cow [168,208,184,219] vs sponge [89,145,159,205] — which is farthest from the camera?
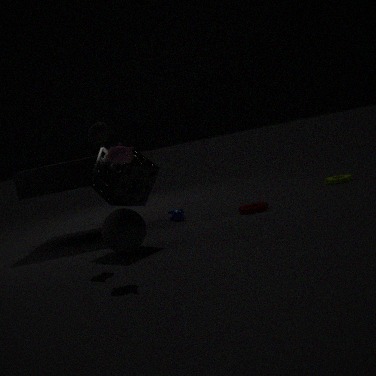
cow [168,208,184,219]
